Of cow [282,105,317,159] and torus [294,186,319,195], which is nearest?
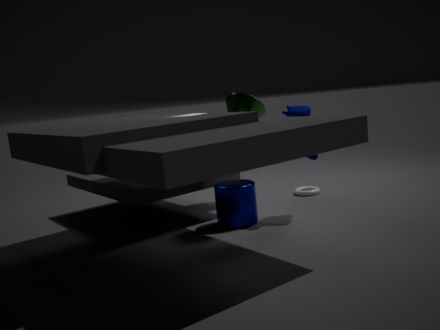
cow [282,105,317,159]
